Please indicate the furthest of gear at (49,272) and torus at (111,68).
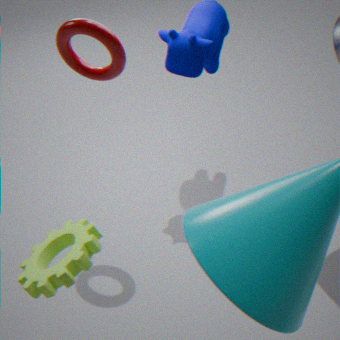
torus at (111,68)
